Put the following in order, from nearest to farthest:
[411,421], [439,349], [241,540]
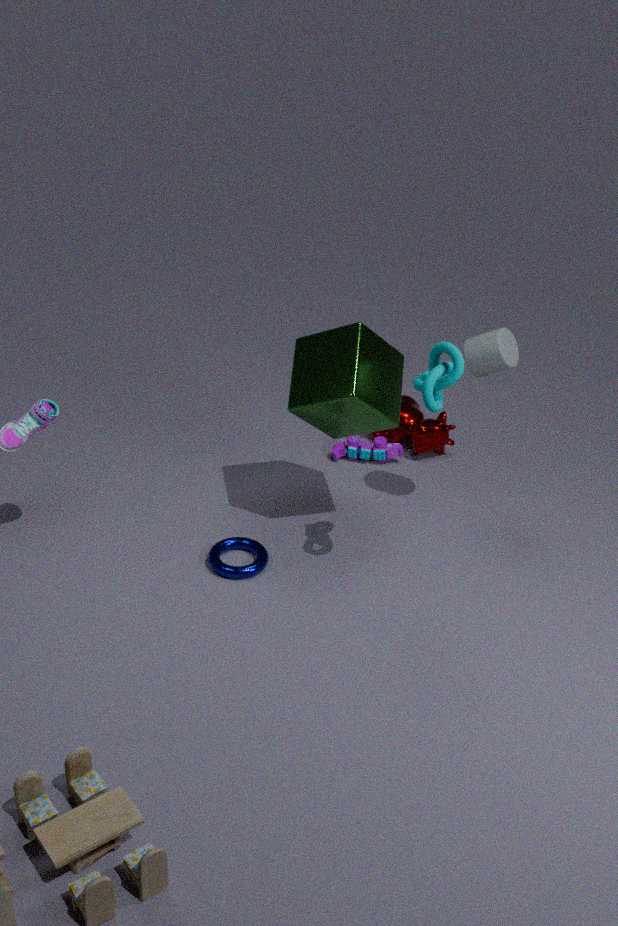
[439,349] < [241,540] < [411,421]
